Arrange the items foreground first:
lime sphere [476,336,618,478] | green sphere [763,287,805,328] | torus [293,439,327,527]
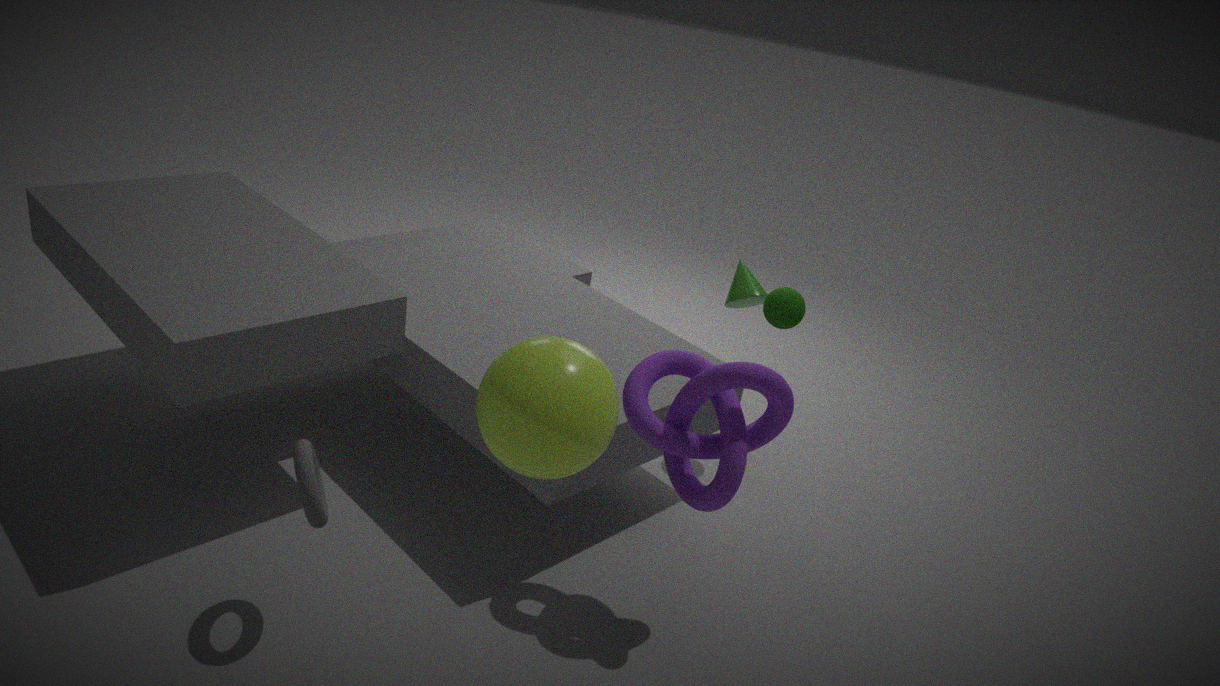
lime sphere [476,336,618,478] → torus [293,439,327,527] → green sphere [763,287,805,328]
